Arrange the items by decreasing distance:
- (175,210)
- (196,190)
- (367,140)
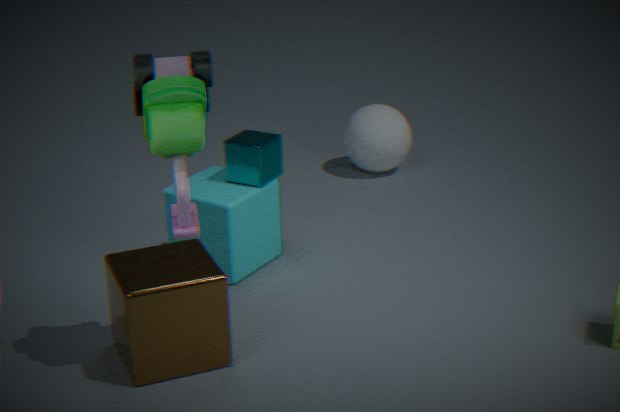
(367,140) → (196,190) → (175,210)
